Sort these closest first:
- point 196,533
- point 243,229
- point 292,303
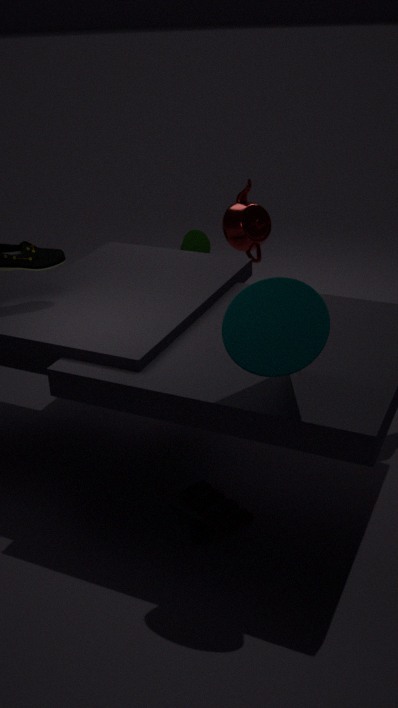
1. point 292,303
2. point 196,533
3. point 243,229
